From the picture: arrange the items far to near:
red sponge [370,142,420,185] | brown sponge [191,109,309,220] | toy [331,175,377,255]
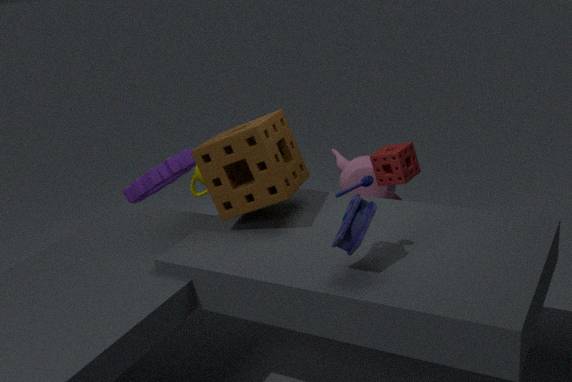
red sponge [370,142,420,185]
brown sponge [191,109,309,220]
toy [331,175,377,255]
